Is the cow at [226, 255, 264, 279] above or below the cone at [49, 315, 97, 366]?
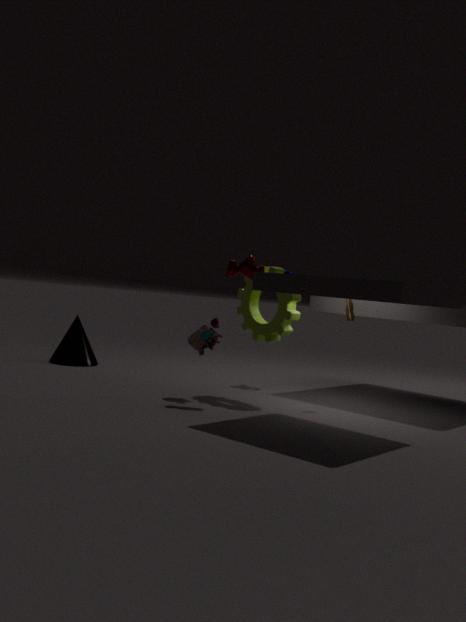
above
